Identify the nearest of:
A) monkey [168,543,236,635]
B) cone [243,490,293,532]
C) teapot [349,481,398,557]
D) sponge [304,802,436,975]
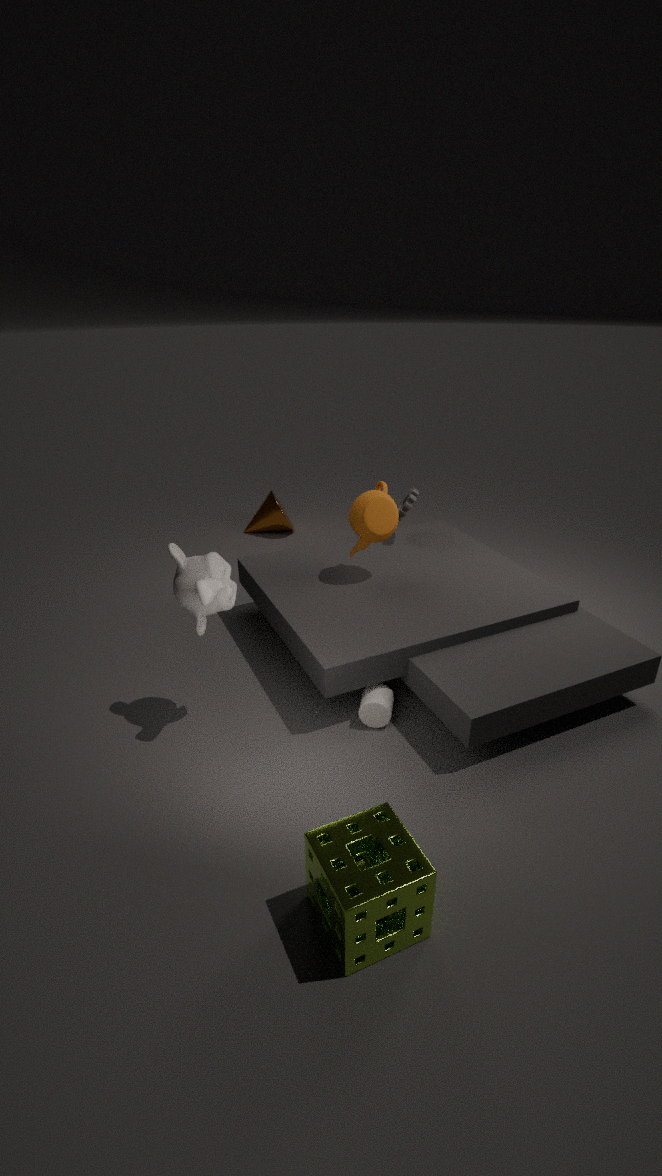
sponge [304,802,436,975]
